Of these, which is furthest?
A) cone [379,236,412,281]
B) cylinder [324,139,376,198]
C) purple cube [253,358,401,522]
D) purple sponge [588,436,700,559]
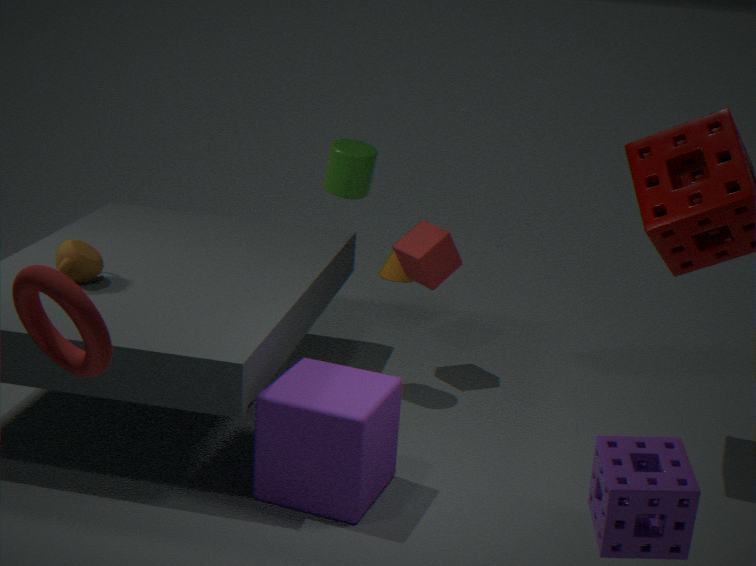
cone [379,236,412,281]
